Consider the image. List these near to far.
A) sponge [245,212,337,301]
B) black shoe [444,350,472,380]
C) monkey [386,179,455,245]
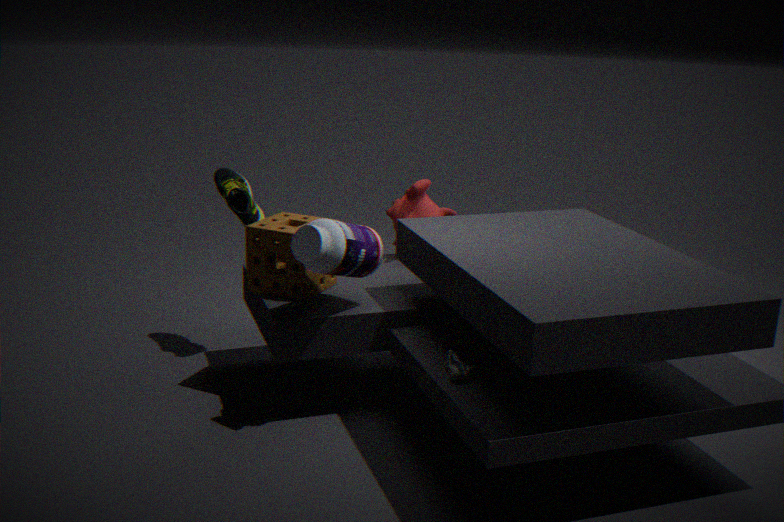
black shoe [444,350,472,380] → sponge [245,212,337,301] → monkey [386,179,455,245]
